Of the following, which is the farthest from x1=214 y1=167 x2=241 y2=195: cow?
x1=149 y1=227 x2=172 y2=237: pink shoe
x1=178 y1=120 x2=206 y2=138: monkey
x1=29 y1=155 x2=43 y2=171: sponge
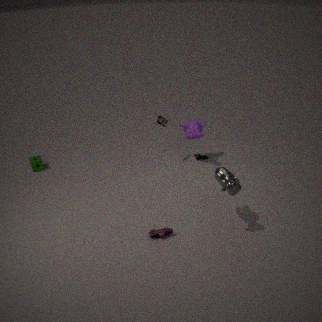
x1=29 y1=155 x2=43 y2=171: sponge
